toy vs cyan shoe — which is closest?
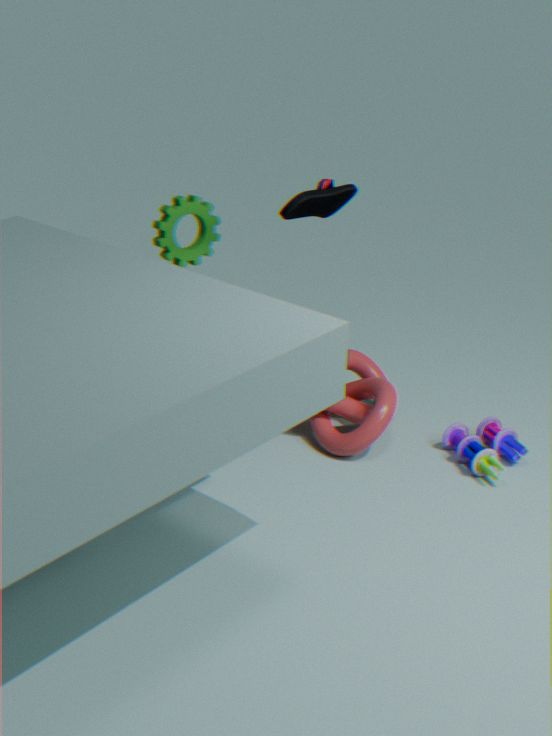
cyan shoe
